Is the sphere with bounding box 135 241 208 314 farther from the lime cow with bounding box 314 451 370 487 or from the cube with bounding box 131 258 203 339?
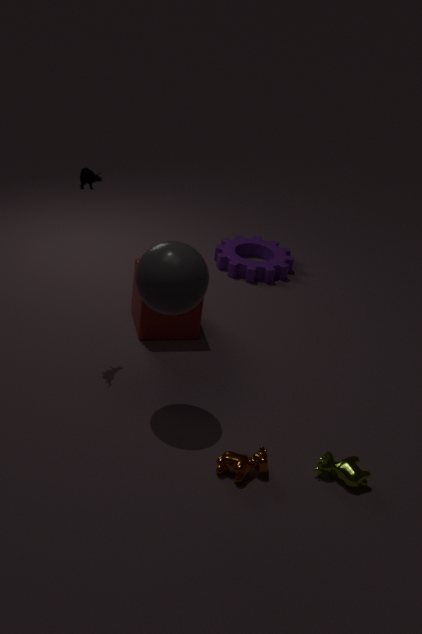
the lime cow with bounding box 314 451 370 487
